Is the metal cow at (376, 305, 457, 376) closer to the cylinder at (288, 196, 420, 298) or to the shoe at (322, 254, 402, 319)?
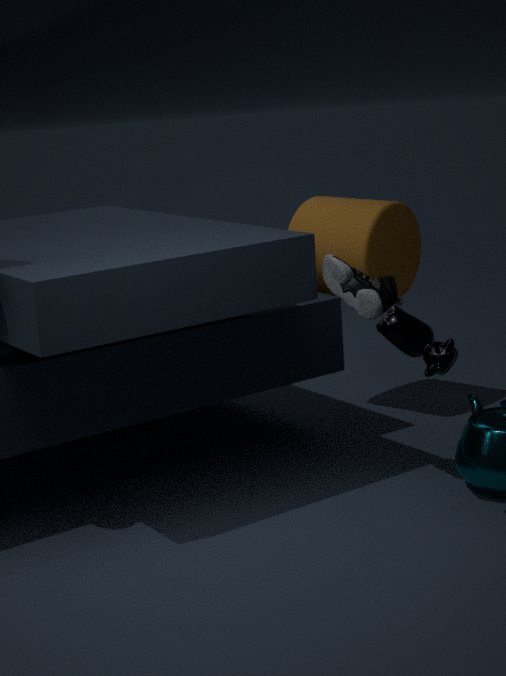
the shoe at (322, 254, 402, 319)
